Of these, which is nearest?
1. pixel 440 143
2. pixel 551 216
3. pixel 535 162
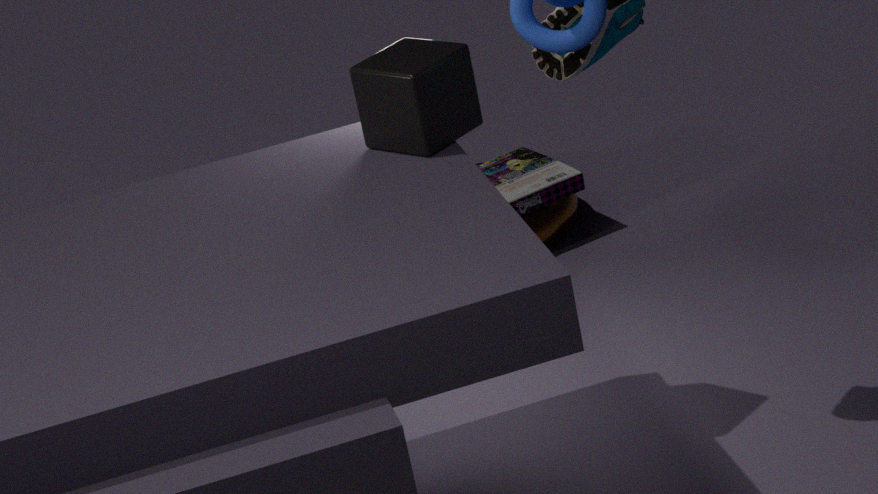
pixel 440 143
